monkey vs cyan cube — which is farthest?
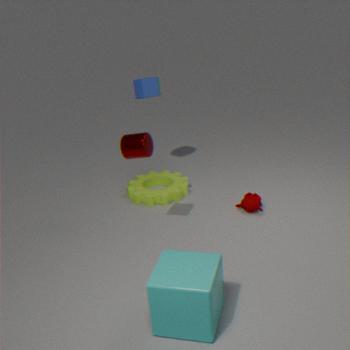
monkey
